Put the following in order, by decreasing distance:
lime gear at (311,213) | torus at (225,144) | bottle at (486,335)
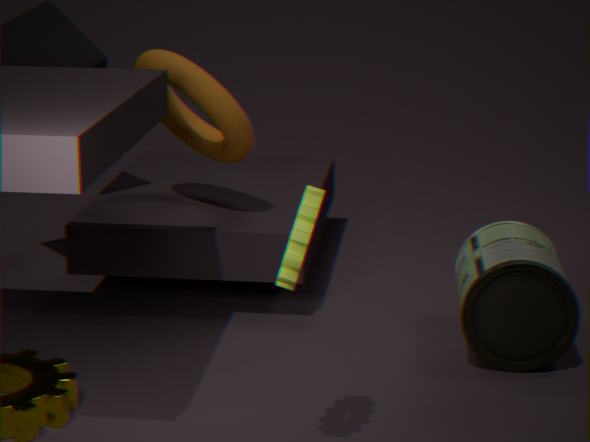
torus at (225,144), bottle at (486,335), lime gear at (311,213)
